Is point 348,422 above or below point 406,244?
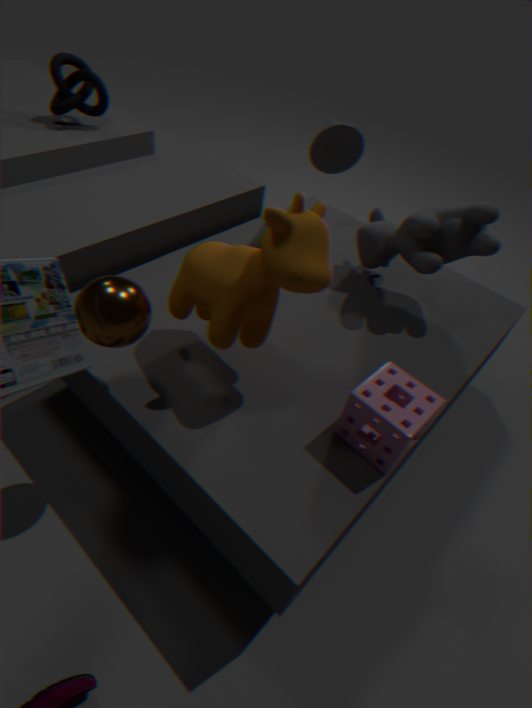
below
